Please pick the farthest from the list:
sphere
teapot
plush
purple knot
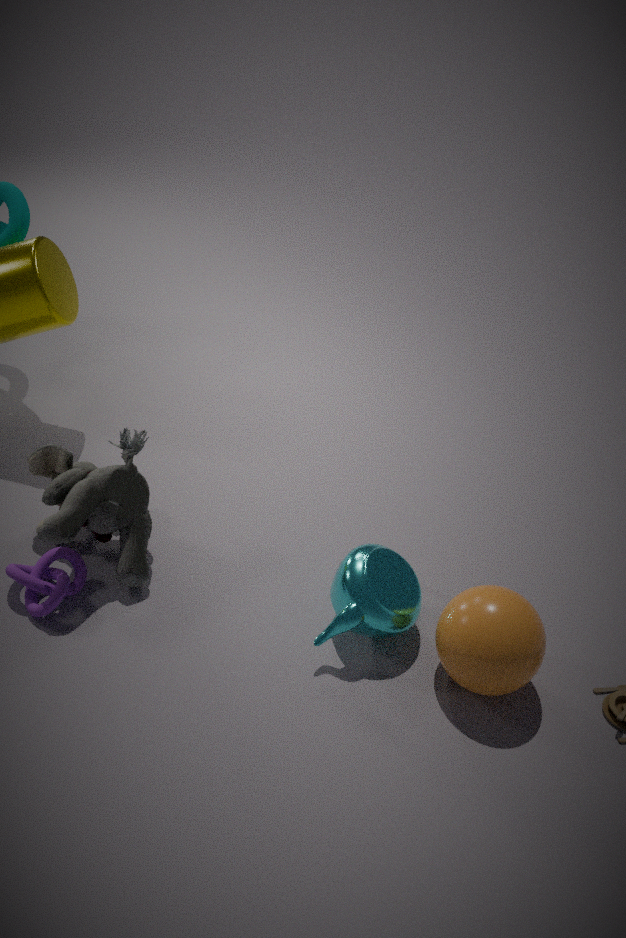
purple knot
